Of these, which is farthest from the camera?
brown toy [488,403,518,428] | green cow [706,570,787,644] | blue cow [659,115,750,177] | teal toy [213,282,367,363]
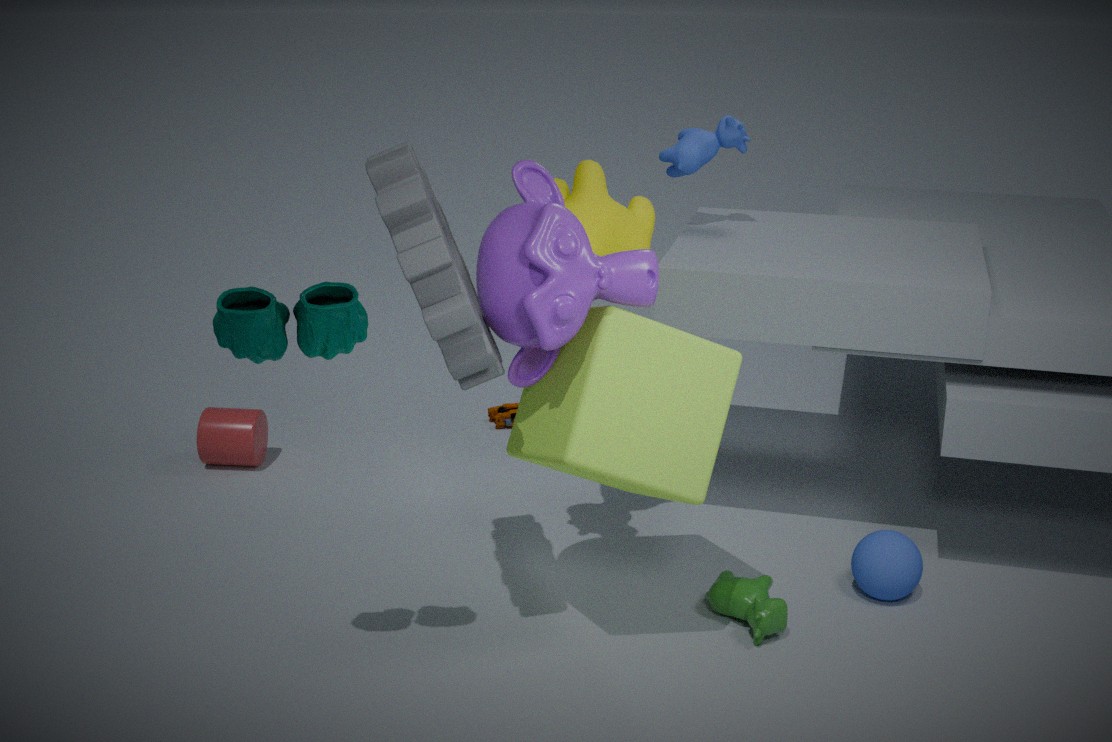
brown toy [488,403,518,428]
